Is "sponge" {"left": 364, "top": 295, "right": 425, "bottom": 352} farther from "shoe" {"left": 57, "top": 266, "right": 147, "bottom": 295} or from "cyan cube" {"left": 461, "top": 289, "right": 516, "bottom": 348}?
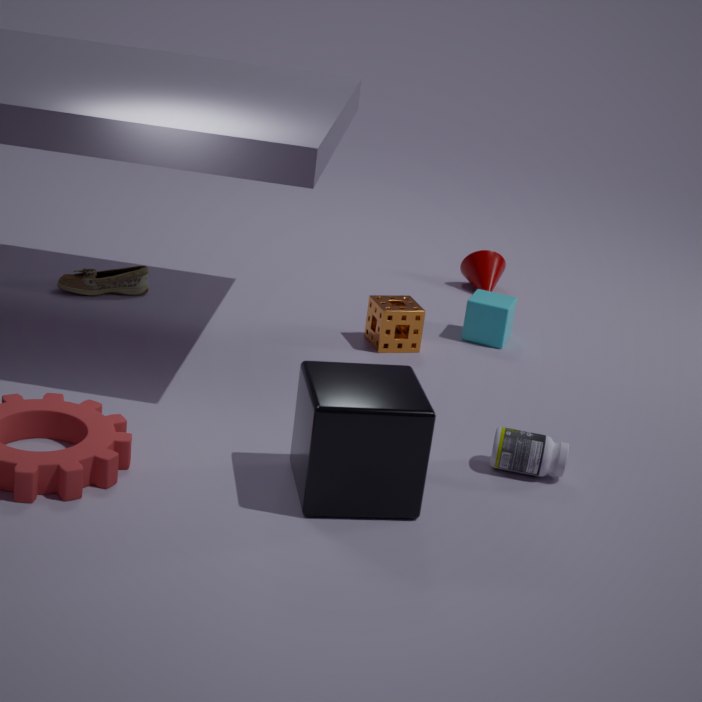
"shoe" {"left": 57, "top": 266, "right": 147, "bottom": 295}
